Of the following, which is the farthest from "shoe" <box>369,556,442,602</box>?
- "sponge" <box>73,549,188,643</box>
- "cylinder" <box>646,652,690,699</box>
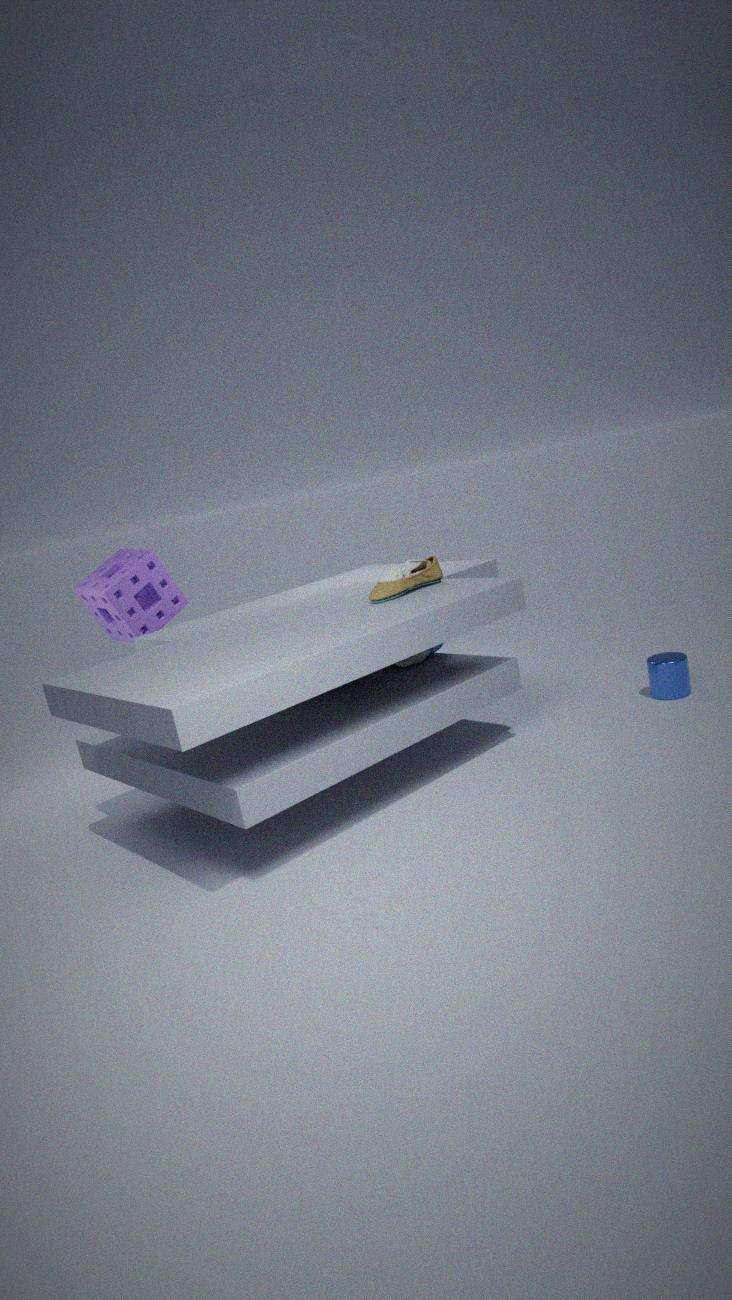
"sponge" <box>73,549,188,643</box>
